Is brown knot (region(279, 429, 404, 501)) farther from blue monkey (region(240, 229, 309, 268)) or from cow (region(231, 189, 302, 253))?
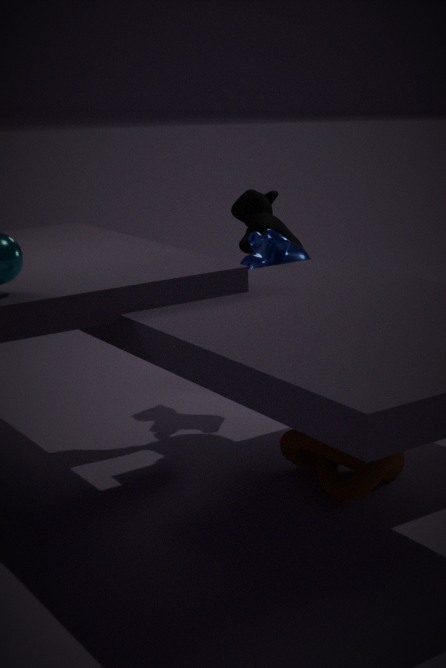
cow (region(231, 189, 302, 253))
